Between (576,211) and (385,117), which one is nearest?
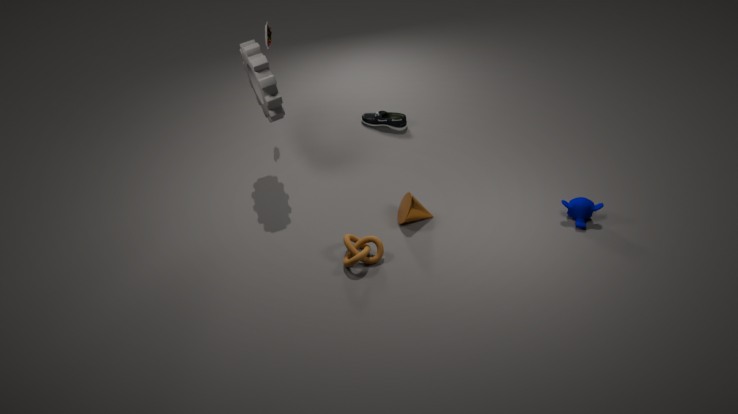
(576,211)
